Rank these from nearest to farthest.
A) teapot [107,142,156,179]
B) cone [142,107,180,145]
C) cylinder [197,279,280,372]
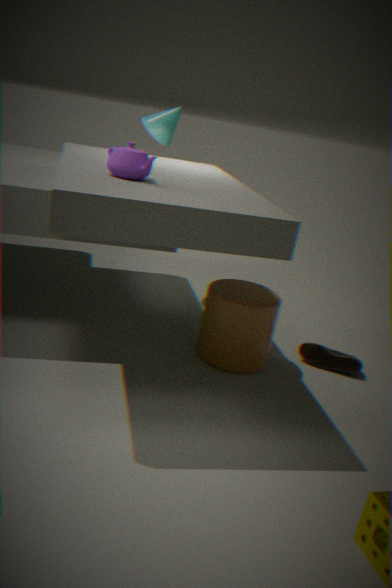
teapot [107,142,156,179], cylinder [197,279,280,372], cone [142,107,180,145]
